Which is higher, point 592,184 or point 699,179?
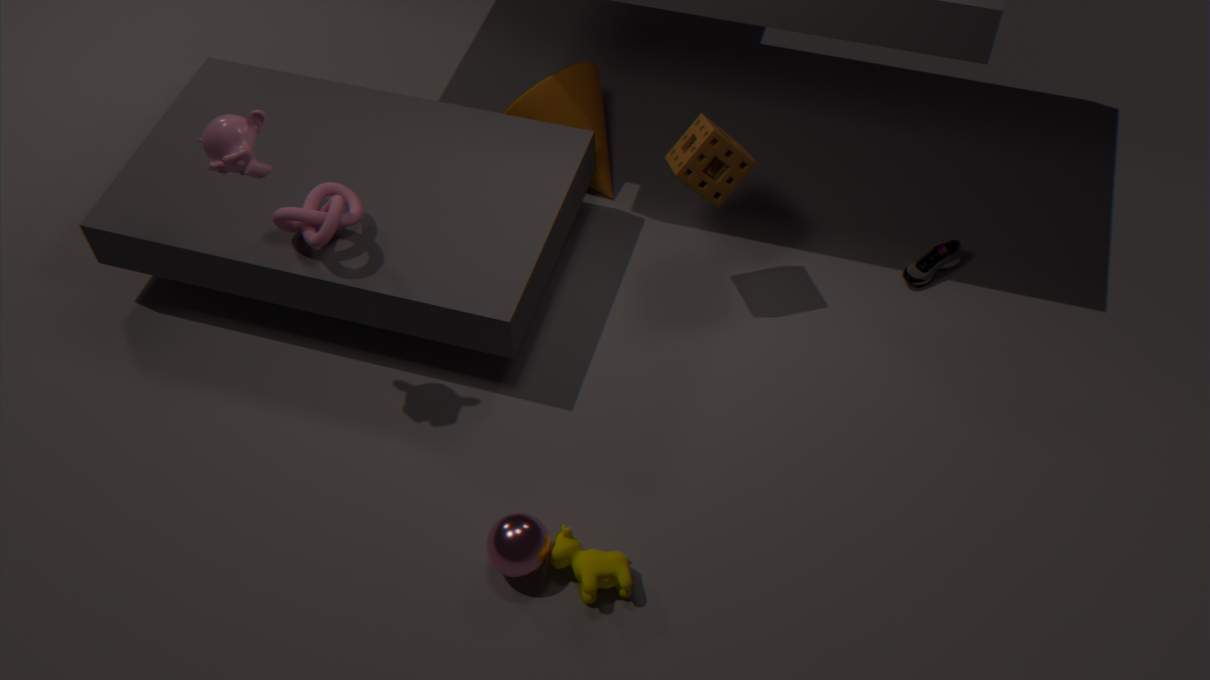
point 699,179
